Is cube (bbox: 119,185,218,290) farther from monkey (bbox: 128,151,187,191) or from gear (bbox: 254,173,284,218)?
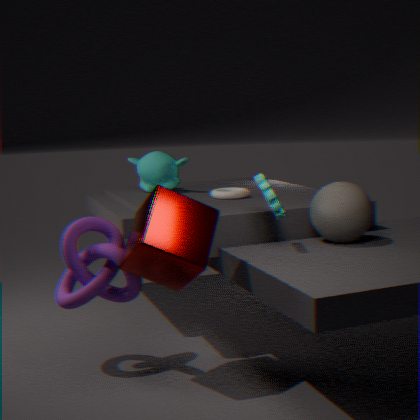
monkey (bbox: 128,151,187,191)
